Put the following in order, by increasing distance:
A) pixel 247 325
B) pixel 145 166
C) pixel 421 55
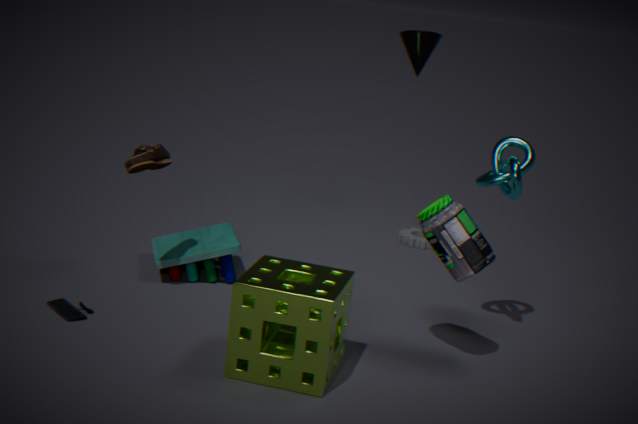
pixel 247 325
pixel 145 166
pixel 421 55
